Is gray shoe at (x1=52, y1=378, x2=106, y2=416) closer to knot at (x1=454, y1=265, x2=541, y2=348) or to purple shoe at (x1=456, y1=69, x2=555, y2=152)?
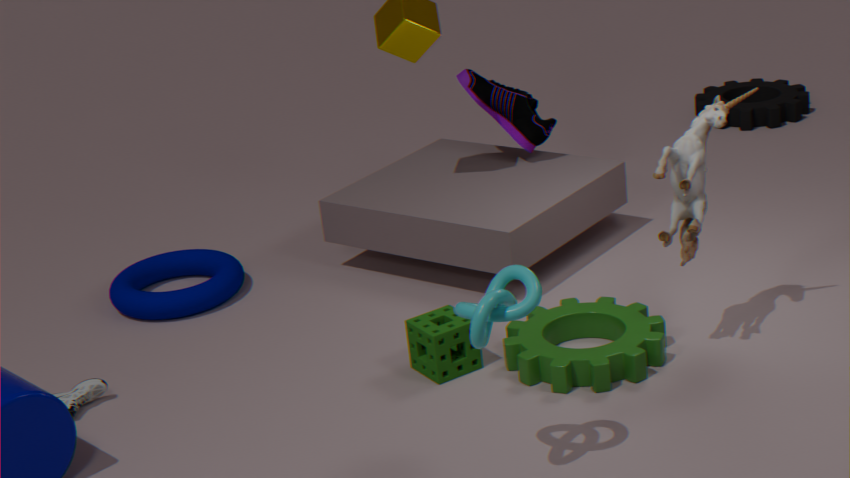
knot at (x1=454, y1=265, x2=541, y2=348)
